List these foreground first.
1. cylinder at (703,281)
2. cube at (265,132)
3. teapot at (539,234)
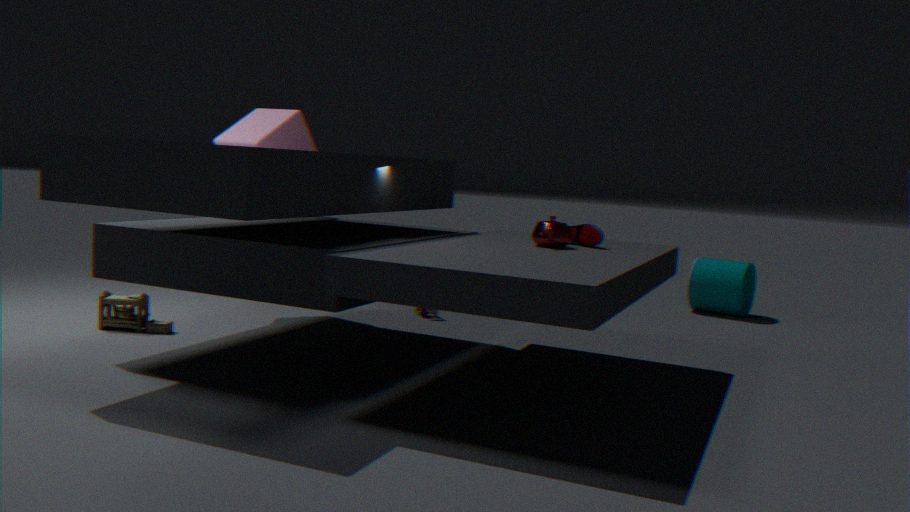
teapot at (539,234) → cube at (265,132) → cylinder at (703,281)
